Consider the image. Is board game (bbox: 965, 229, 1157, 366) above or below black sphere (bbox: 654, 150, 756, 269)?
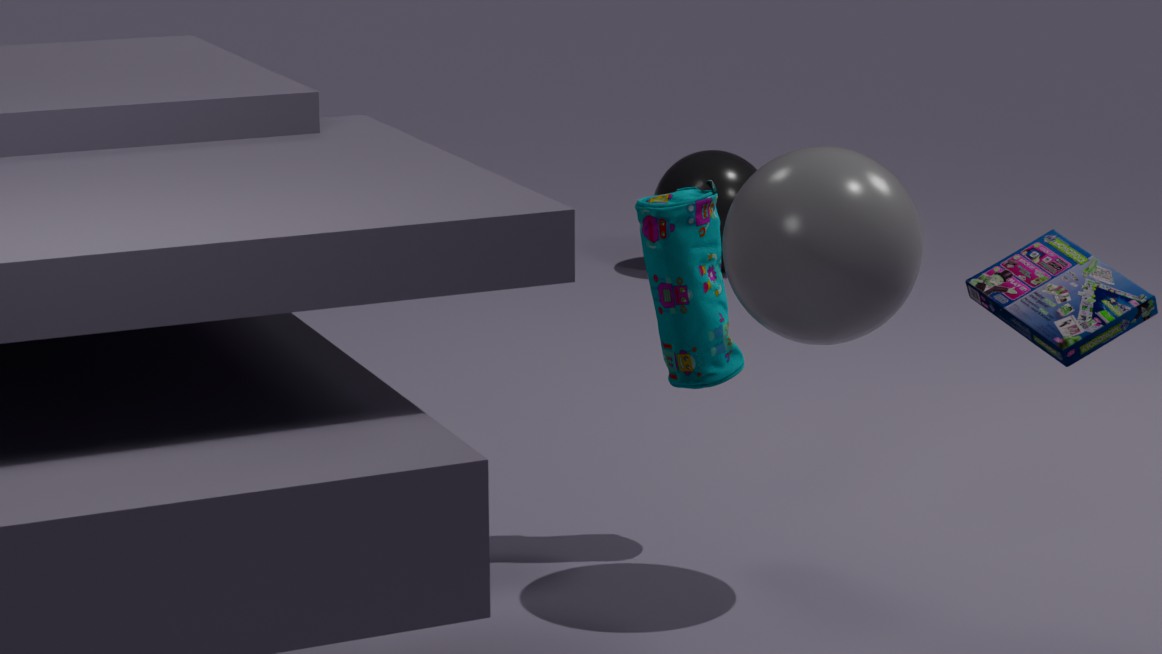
above
